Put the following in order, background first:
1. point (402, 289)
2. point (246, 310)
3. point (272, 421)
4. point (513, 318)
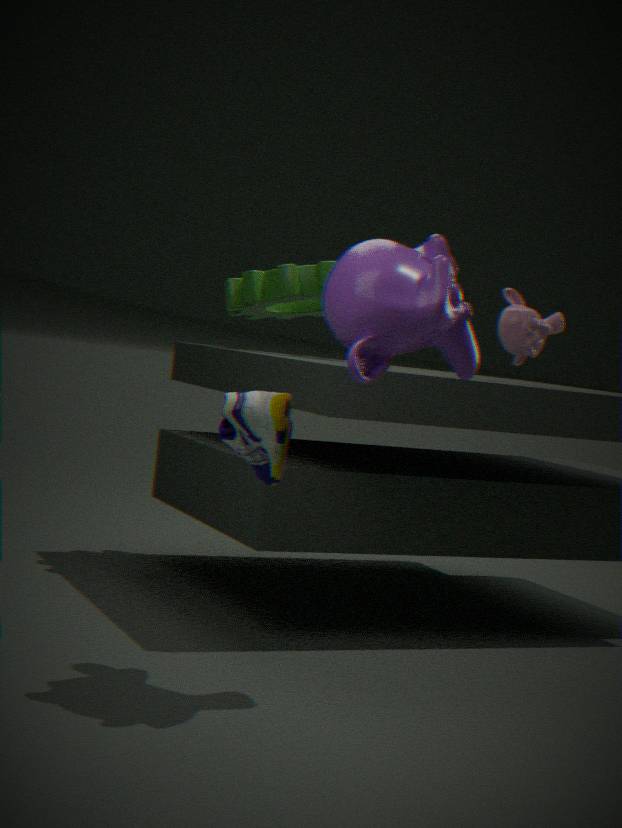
point (246, 310) → point (513, 318) → point (272, 421) → point (402, 289)
